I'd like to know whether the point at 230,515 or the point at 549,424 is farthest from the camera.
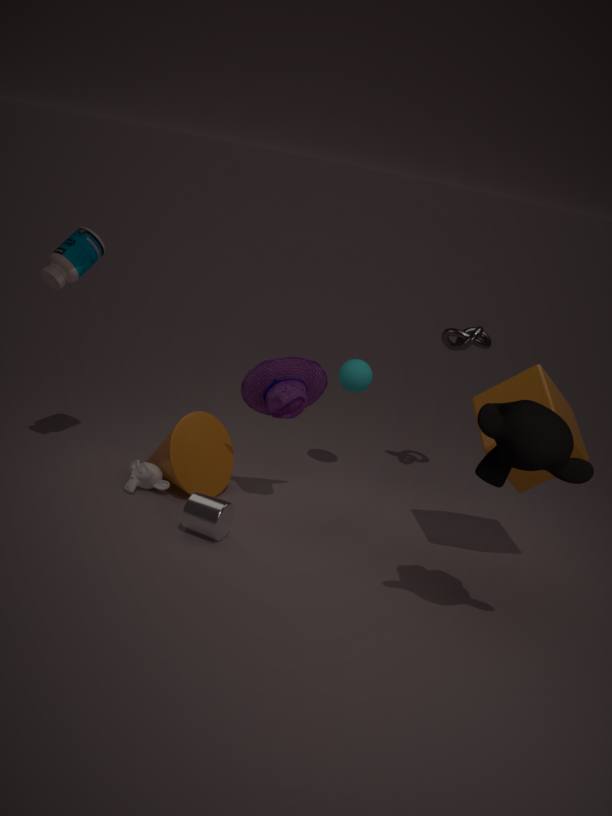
the point at 230,515
